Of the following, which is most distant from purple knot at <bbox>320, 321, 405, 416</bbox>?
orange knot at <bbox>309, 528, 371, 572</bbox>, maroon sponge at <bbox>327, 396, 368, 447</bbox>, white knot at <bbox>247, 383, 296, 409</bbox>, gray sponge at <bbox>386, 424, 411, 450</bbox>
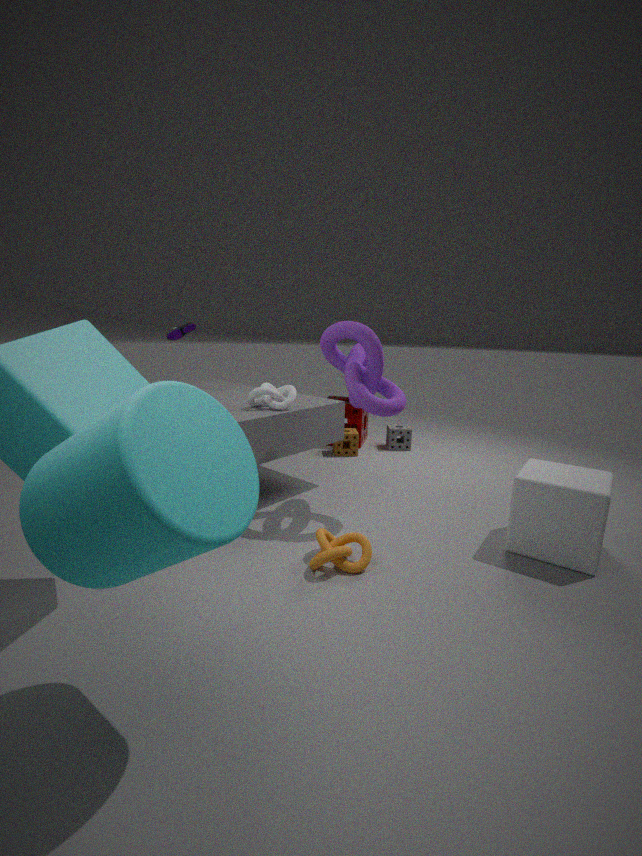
gray sponge at <bbox>386, 424, 411, 450</bbox>
